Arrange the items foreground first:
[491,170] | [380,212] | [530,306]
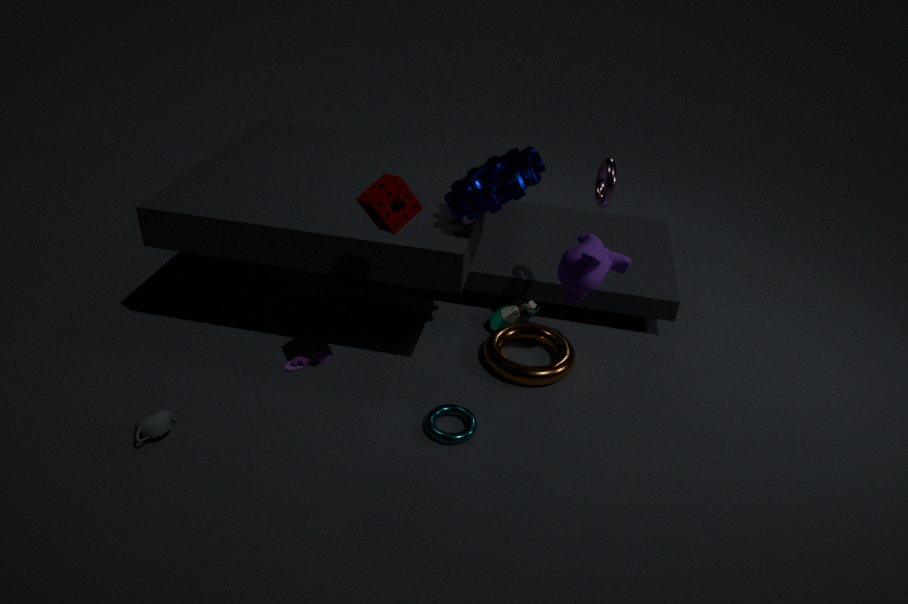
[380,212], [491,170], [530,306]
